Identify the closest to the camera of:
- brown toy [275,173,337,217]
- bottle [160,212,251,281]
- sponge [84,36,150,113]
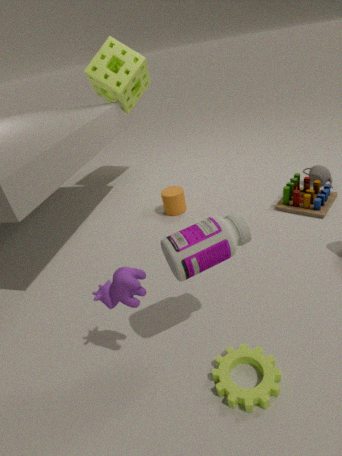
bottle [160,212,251,281]
